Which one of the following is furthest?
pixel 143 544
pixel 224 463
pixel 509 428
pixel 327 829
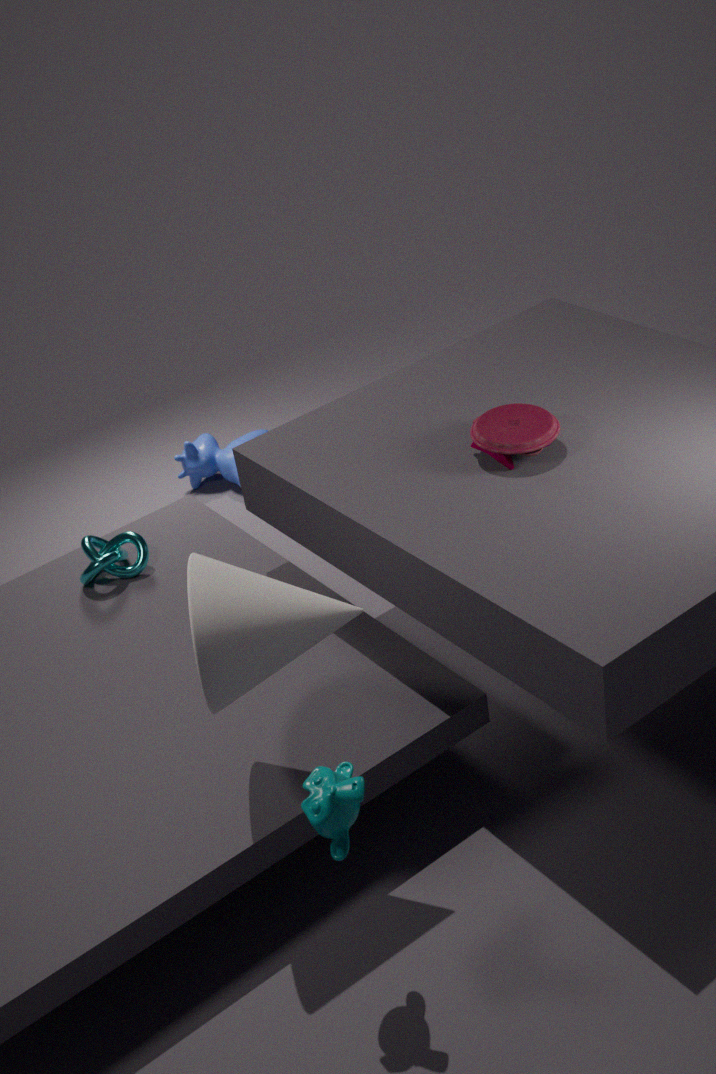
pixel 224 463
